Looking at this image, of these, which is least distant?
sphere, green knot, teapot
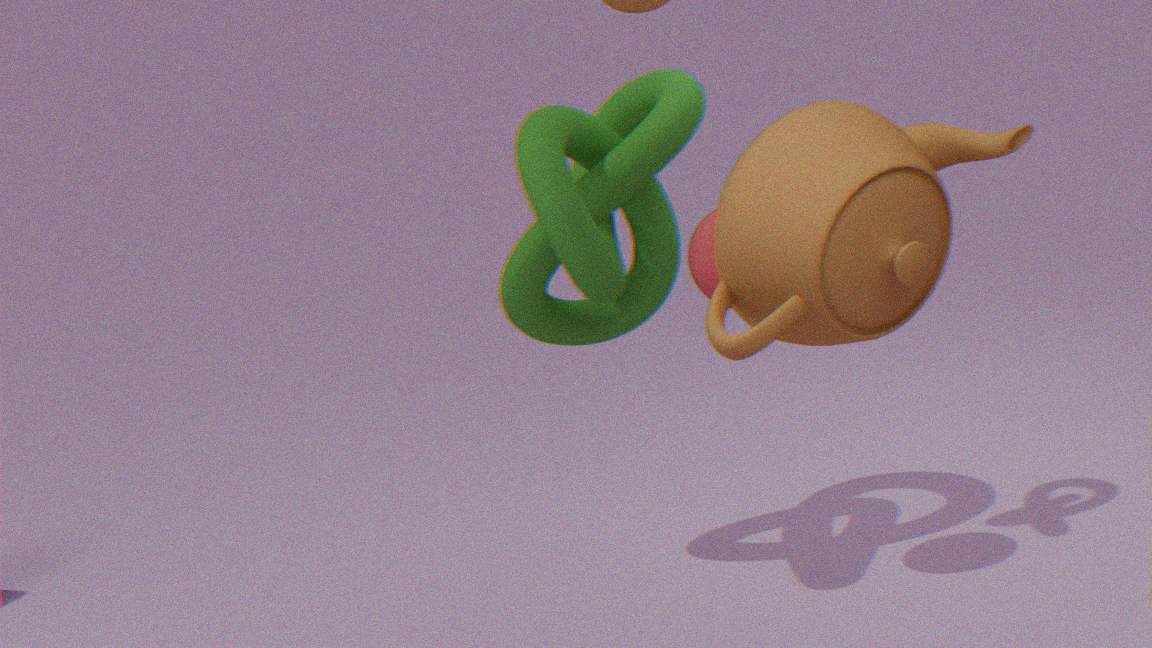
teapot
